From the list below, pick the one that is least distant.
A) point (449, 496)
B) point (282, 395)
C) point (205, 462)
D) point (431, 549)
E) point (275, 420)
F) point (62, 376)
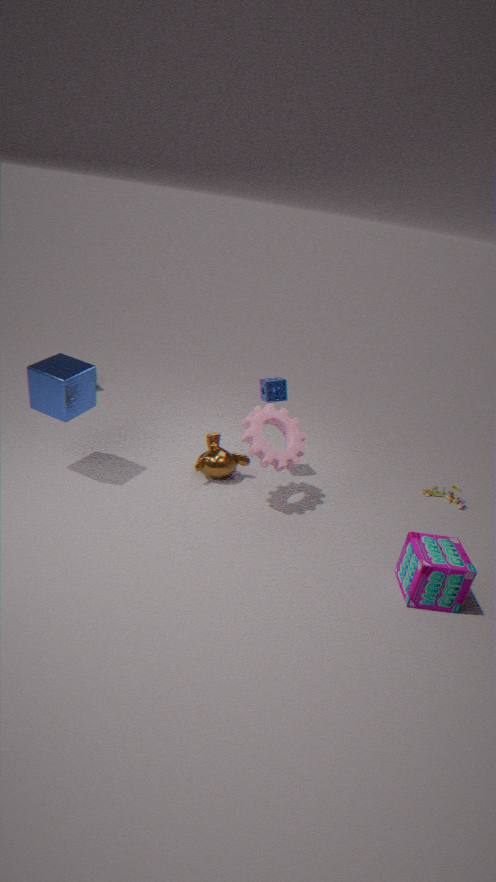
point (431, 549)
